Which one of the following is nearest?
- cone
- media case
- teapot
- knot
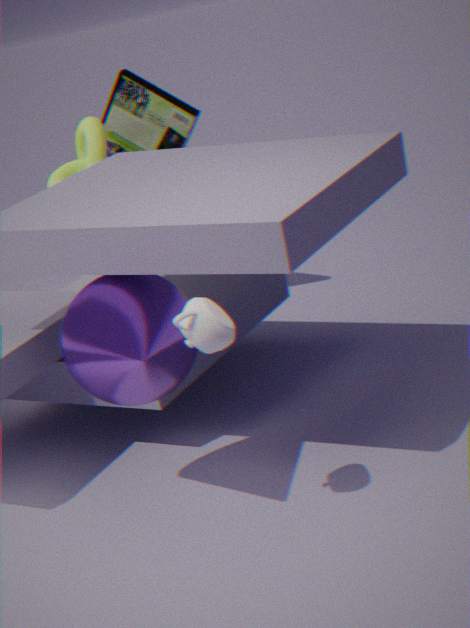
teapot
